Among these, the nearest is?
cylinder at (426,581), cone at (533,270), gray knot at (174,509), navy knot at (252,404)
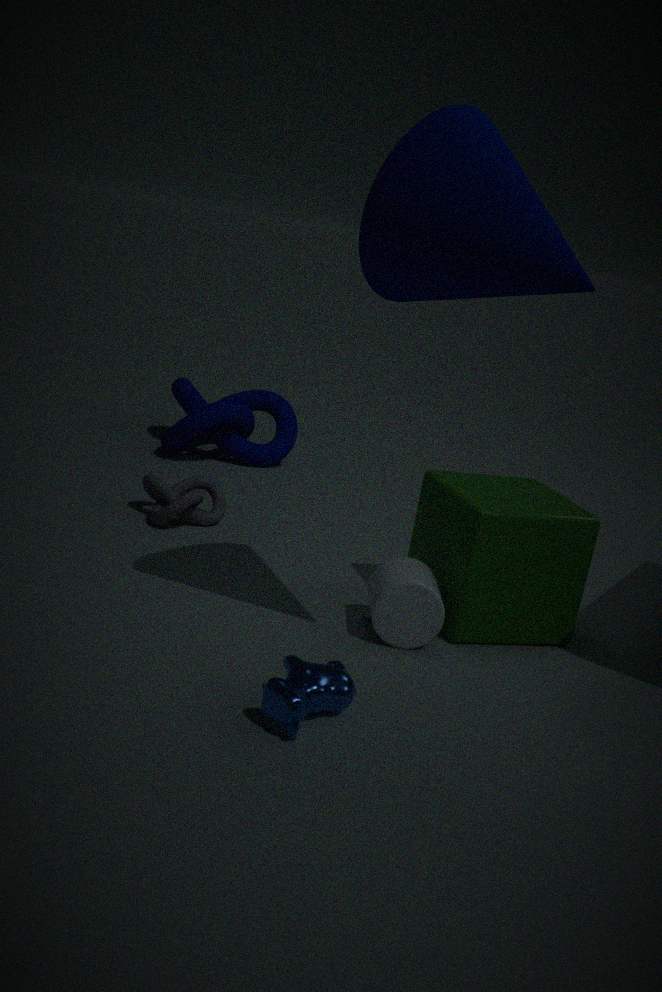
cone at (533,270)
